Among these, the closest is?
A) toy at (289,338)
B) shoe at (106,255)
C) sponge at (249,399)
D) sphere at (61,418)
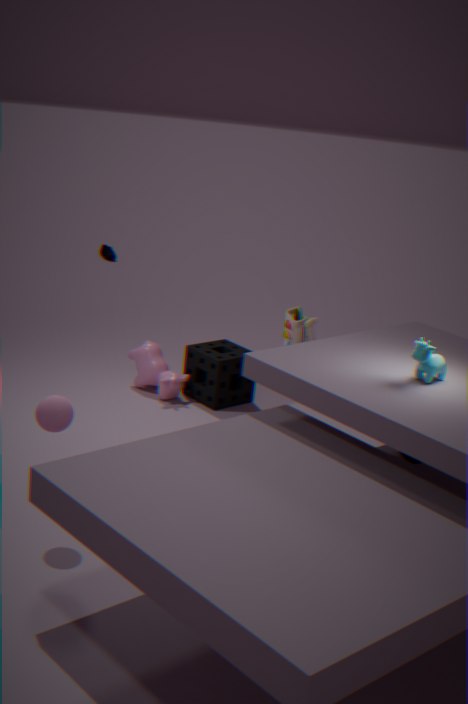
D. sphere at (61,418)
